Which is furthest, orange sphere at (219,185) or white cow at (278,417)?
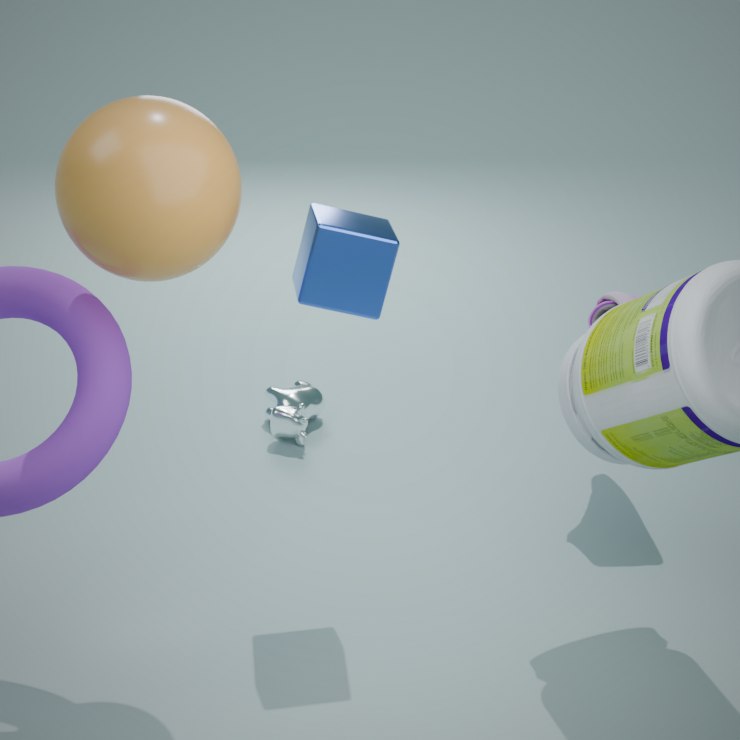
white cow at (278,417)
